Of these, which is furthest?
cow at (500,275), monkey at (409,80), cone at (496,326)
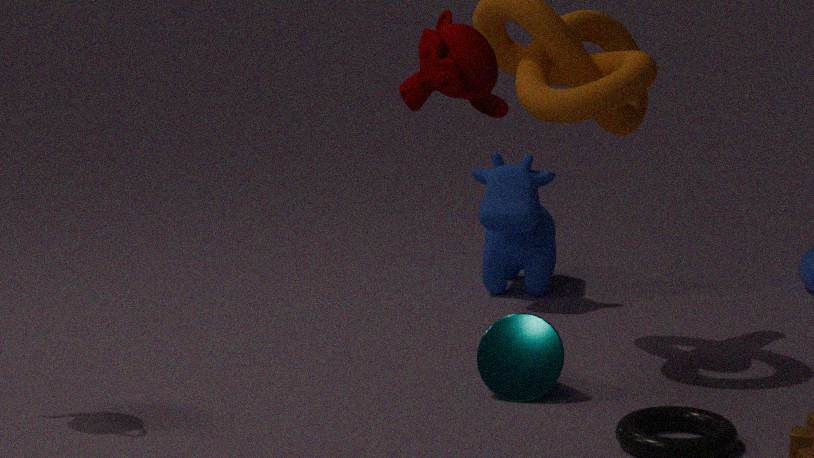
cow at (500,275)
